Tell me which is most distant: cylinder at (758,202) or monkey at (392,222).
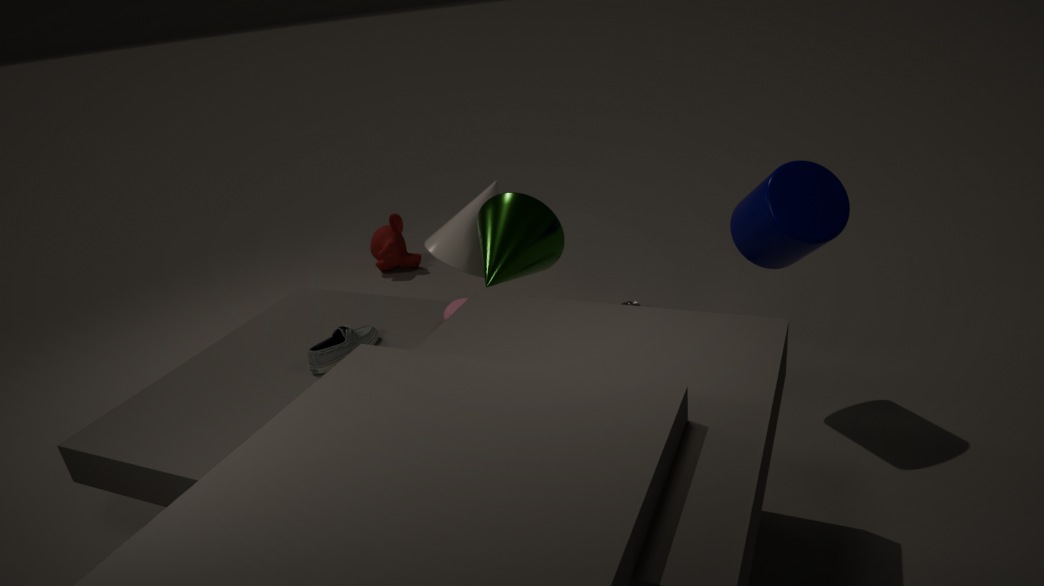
monkey at (392,222)
